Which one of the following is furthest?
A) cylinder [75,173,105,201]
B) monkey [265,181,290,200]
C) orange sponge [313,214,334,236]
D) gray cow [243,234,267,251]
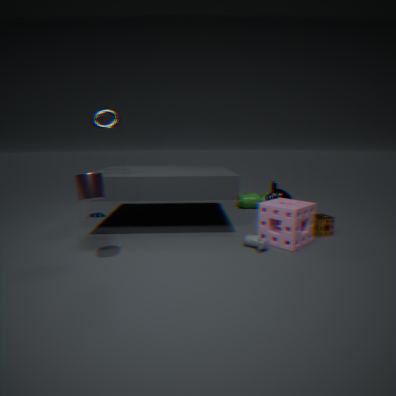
monkey [265,181,290,200]
